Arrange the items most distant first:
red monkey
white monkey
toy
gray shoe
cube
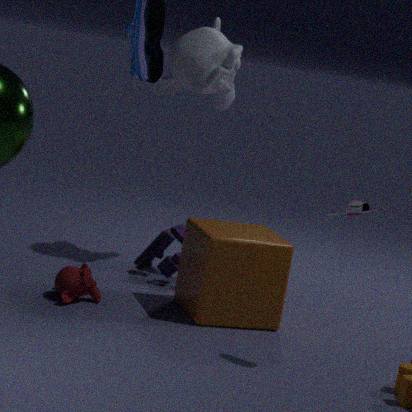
white monkey → toy → red monkey → cube → gray shoe
